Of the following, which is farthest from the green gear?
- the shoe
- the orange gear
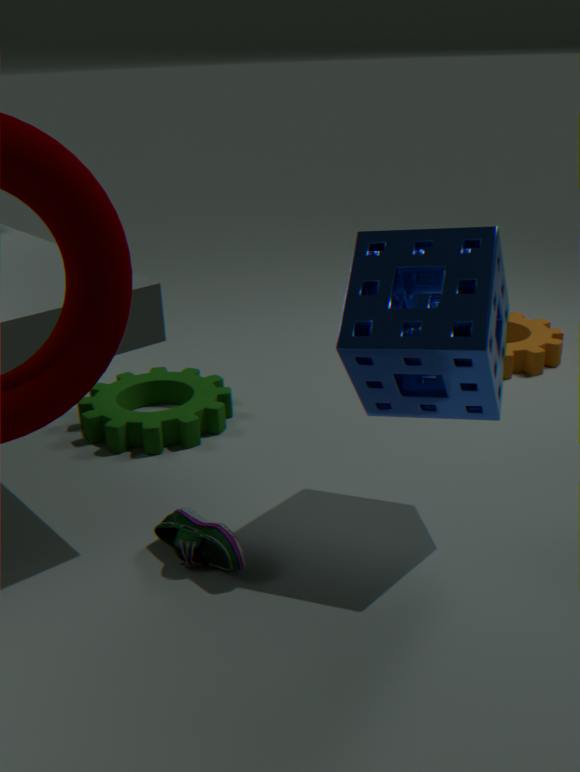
the orange gear
